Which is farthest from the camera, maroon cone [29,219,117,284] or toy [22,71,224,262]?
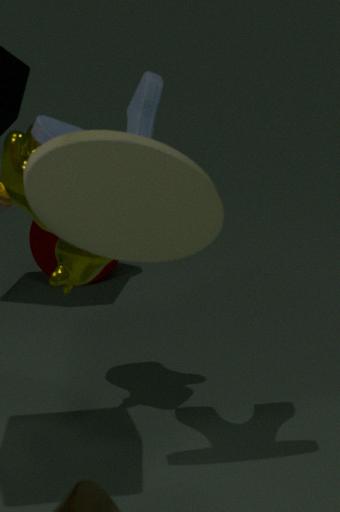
maroon cone [29,219,117,284]
